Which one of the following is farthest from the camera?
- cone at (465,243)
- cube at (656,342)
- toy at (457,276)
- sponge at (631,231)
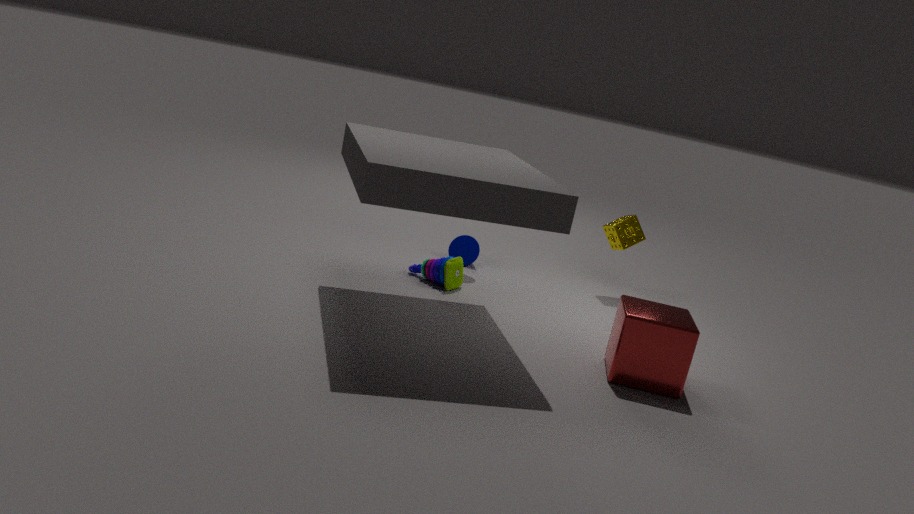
cone at (465,243)
